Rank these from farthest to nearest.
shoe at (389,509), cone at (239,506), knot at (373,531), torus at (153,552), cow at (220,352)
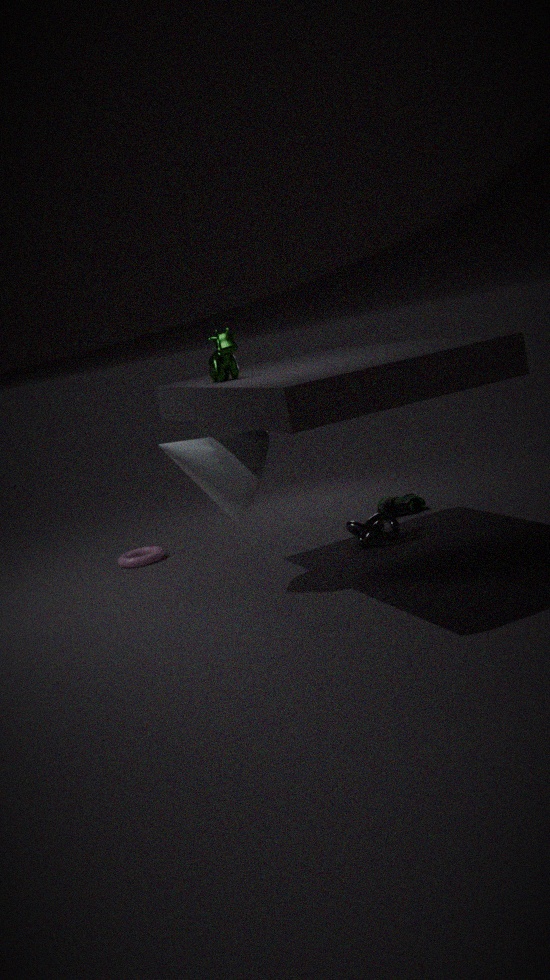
torus at (153,552) < shoe at (389,509) < knot at (373,531) < cone at (239,506) < cow at (220,352)
